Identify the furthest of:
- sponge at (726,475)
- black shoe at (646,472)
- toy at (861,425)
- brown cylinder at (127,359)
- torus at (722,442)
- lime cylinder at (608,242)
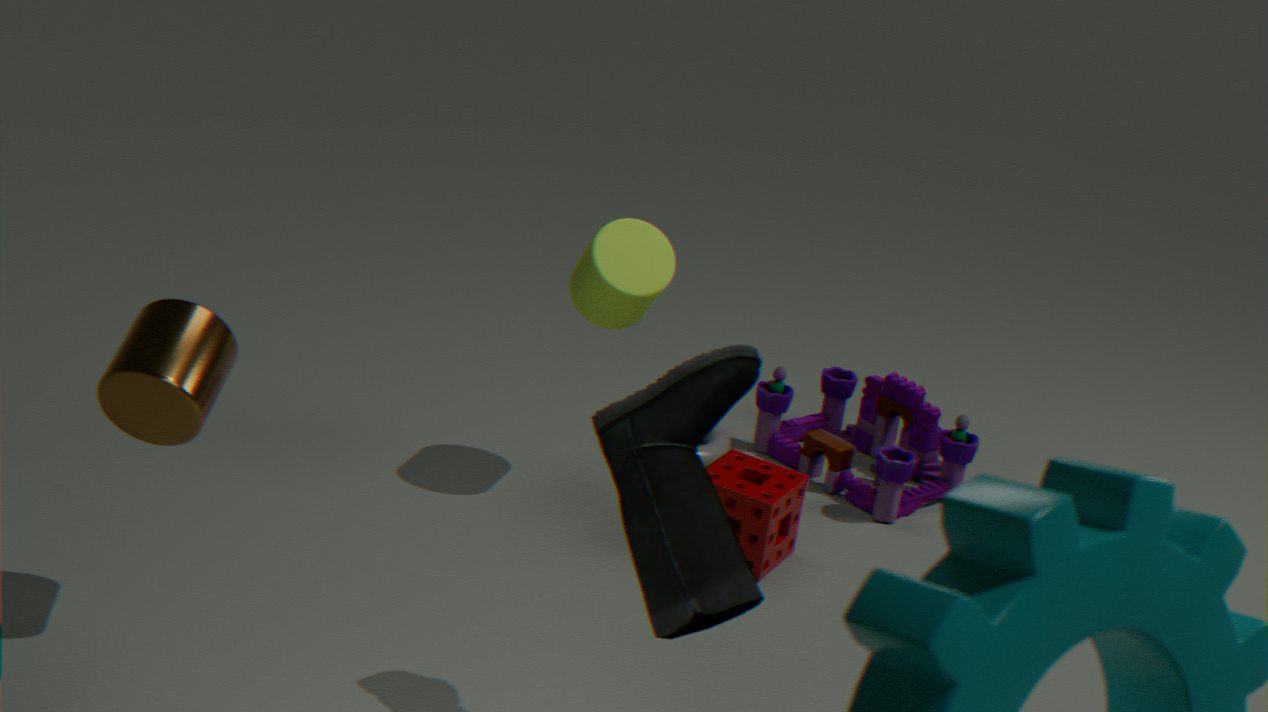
torus at (722,442)
